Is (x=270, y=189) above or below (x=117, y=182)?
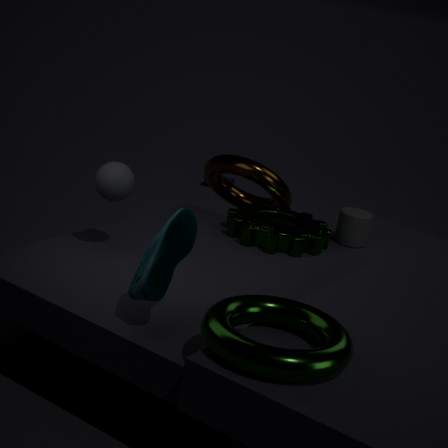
below
